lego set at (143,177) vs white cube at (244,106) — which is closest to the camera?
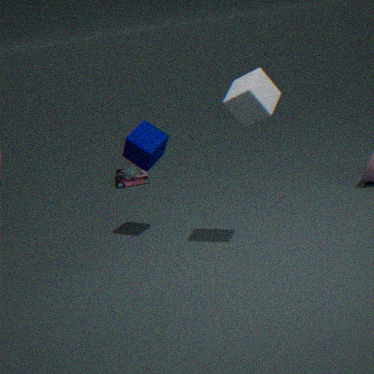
white cube at (244,106)
